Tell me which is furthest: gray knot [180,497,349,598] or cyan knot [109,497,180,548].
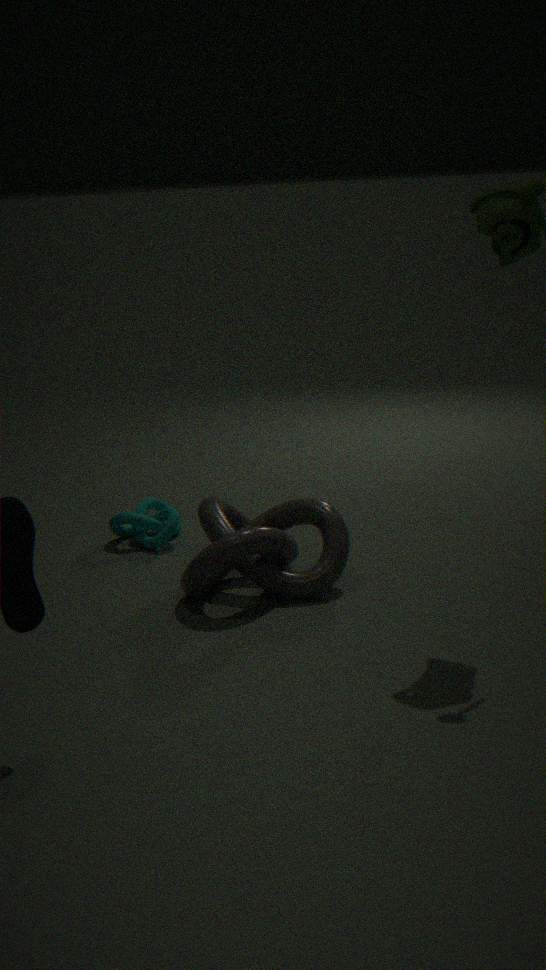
cyan knot [109,497,180,548]
